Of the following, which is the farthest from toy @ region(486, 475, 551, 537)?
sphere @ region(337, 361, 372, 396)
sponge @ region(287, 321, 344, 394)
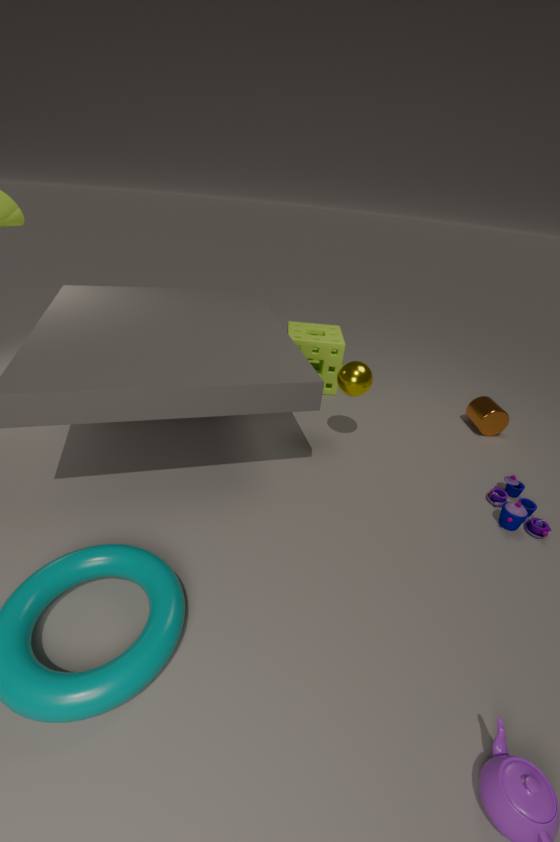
sponge @ region(287, 321, 344, 394)
